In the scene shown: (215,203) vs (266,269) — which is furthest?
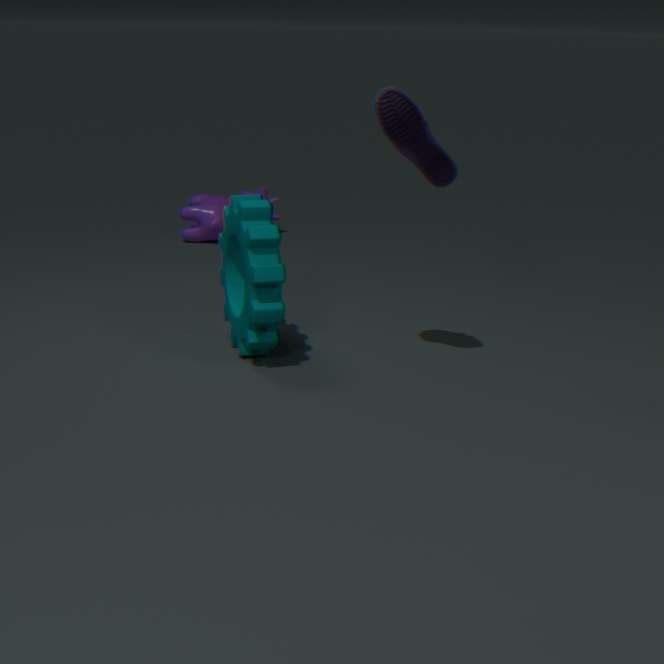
(215,203)
